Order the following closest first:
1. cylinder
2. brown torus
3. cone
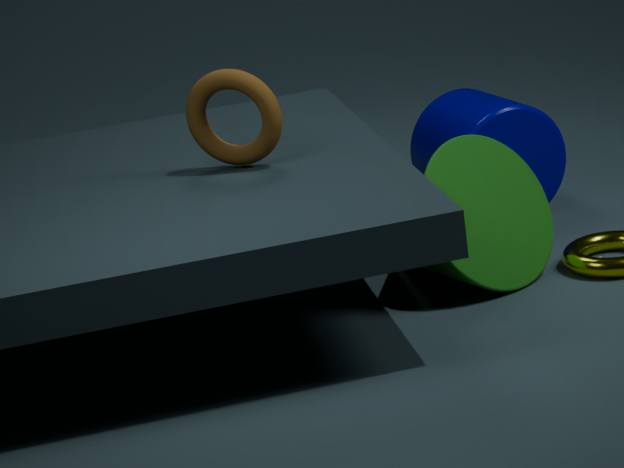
cone
brown torus
cylinder
